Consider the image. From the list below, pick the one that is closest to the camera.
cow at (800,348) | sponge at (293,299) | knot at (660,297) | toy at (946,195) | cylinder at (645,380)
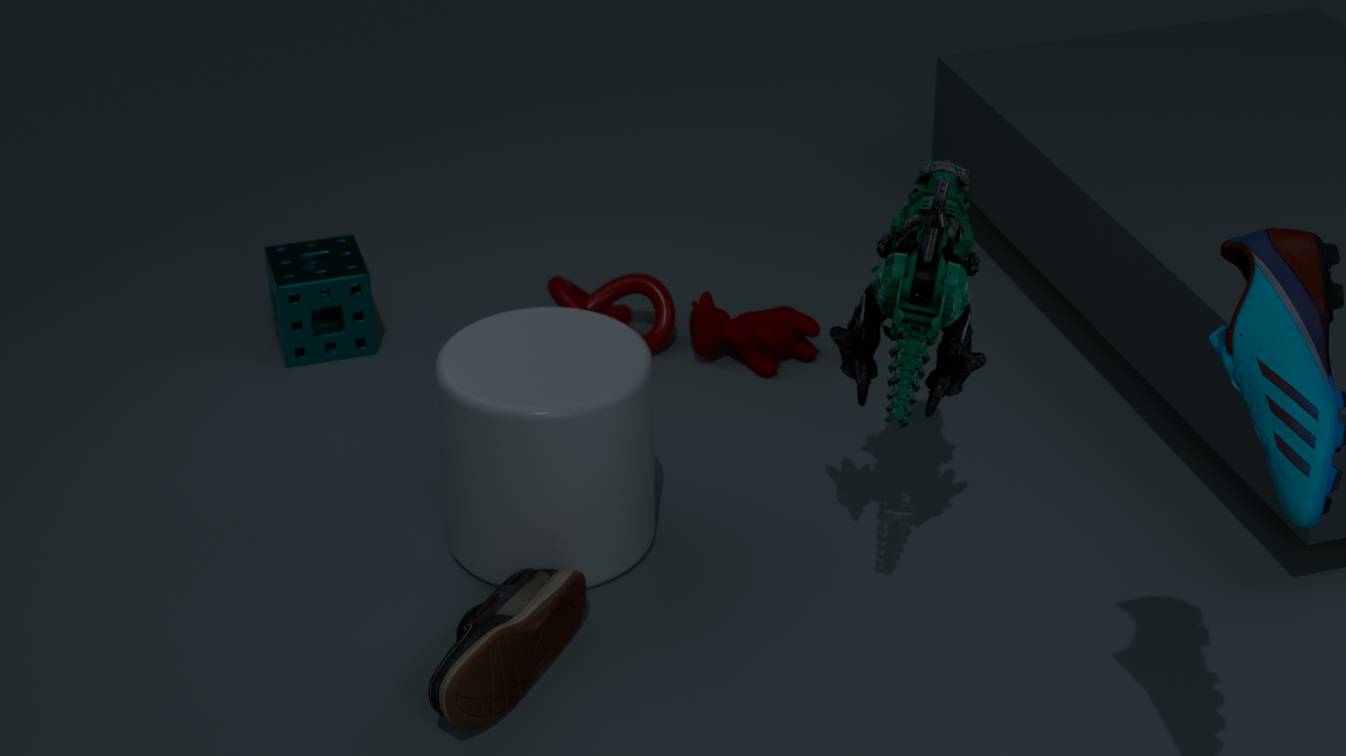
toy at (946,195)
